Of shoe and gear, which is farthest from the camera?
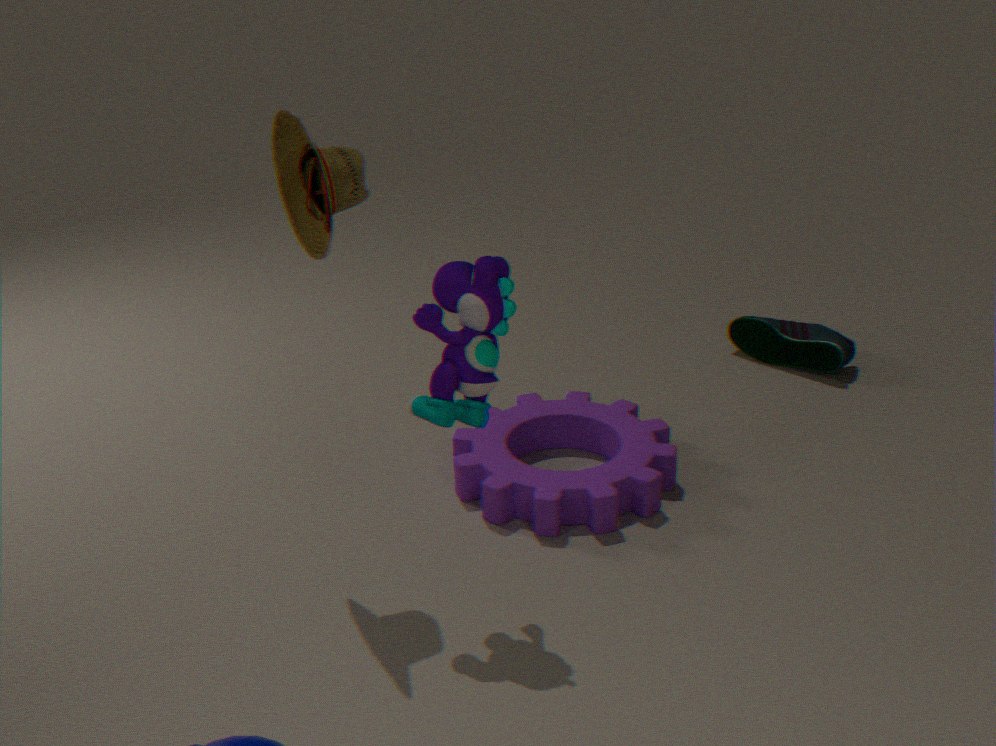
shoe
